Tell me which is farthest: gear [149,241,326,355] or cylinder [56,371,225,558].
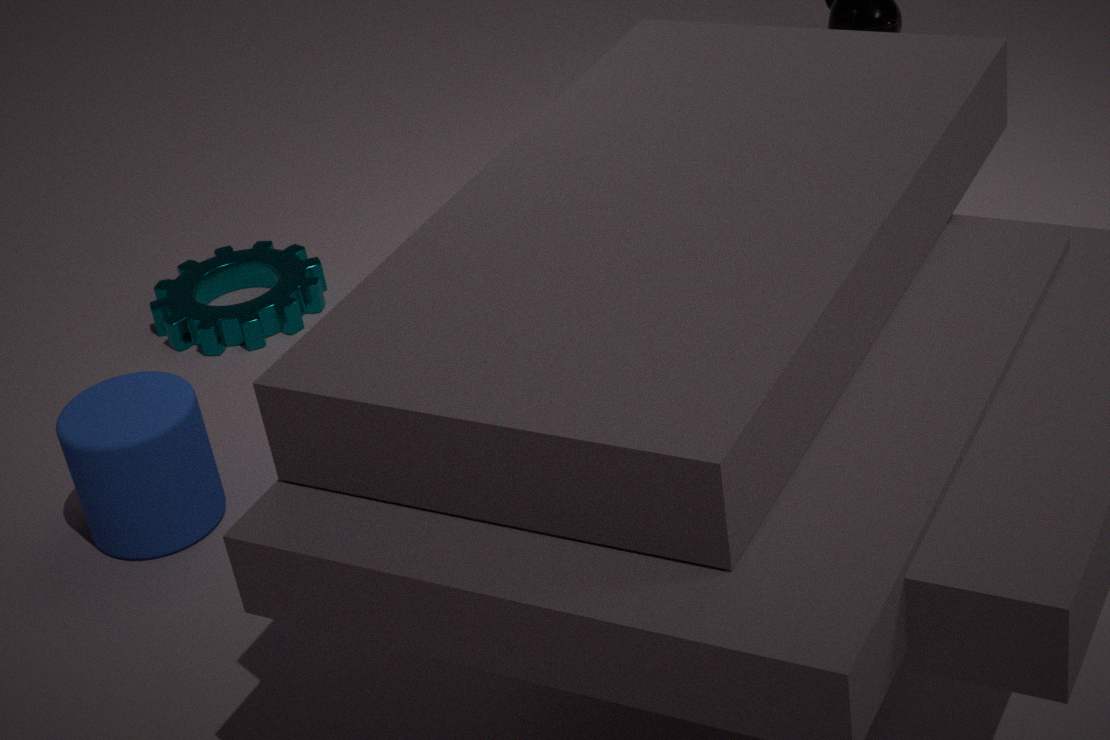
gear [149,241,326,355]
